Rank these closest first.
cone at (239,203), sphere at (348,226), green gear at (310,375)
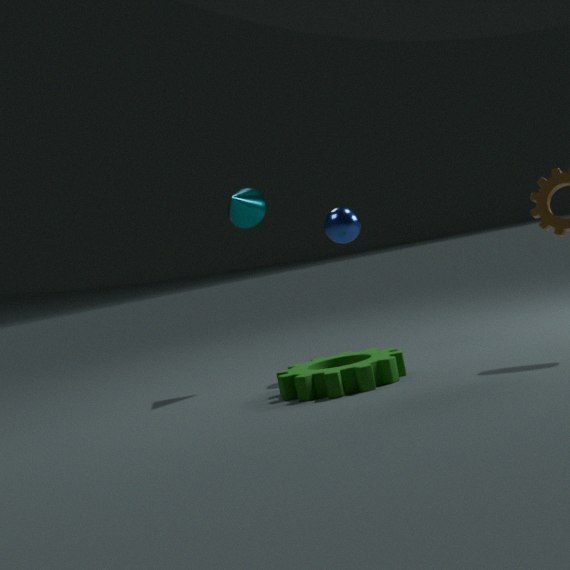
green gear at (310,375) < sphere at (348,226) < cone at (239,203)
